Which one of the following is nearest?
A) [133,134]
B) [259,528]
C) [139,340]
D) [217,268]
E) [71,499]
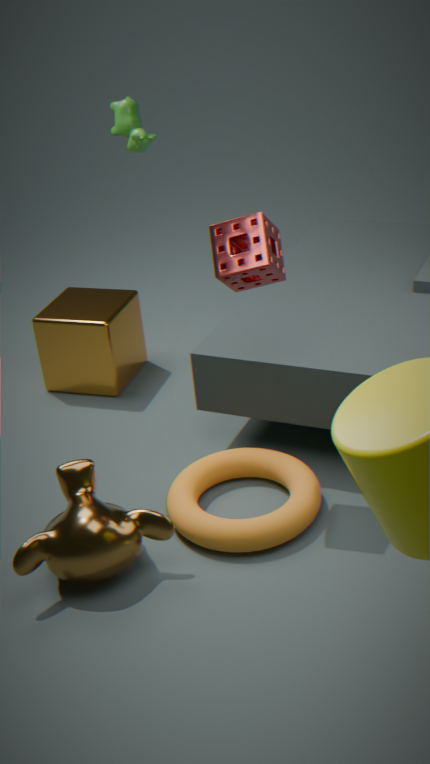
[217,268]
